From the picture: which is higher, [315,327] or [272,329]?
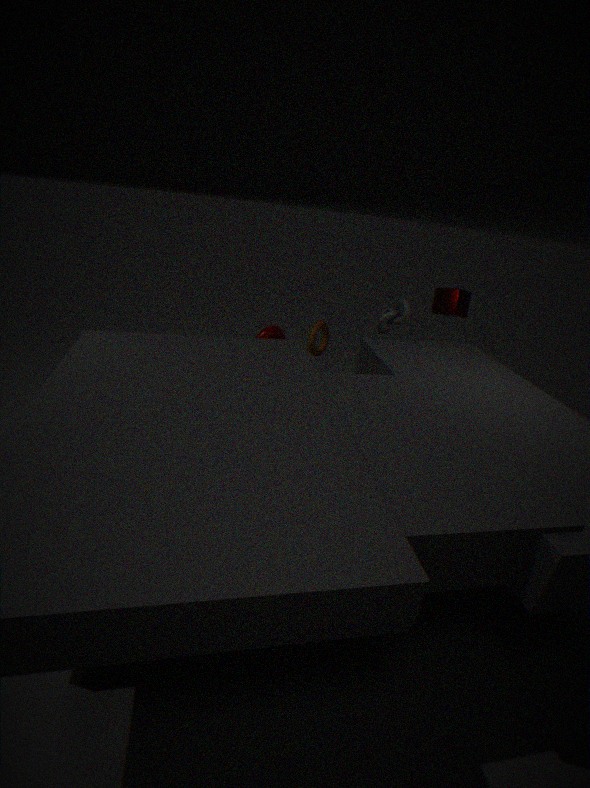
[315,327]
